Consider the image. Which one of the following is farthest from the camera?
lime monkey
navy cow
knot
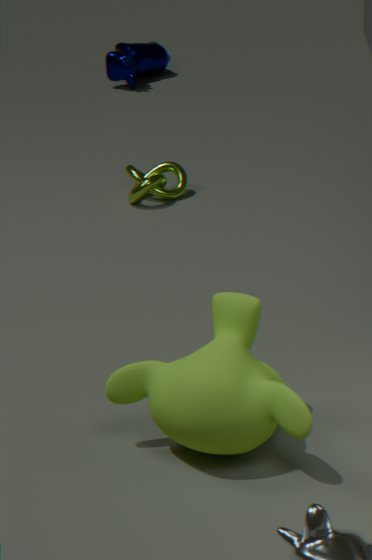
navy cow
